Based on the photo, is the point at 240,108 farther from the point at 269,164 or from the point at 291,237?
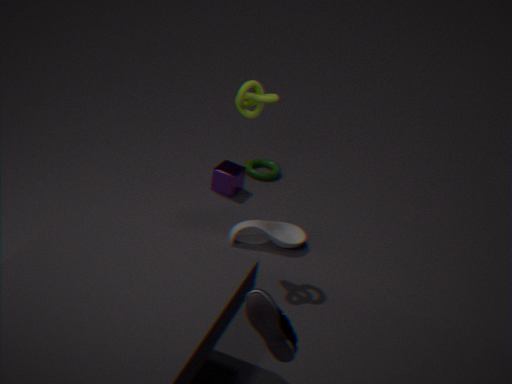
the point at 269,164
